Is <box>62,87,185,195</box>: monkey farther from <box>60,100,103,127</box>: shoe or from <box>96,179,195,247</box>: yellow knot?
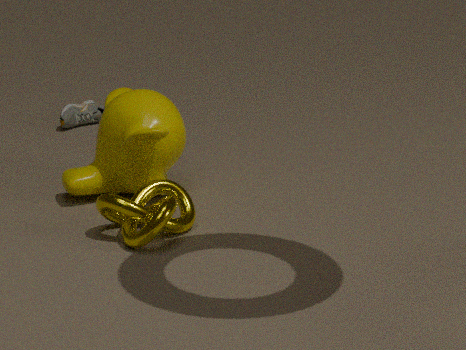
<box>60,100,103,127</box>: shoe
